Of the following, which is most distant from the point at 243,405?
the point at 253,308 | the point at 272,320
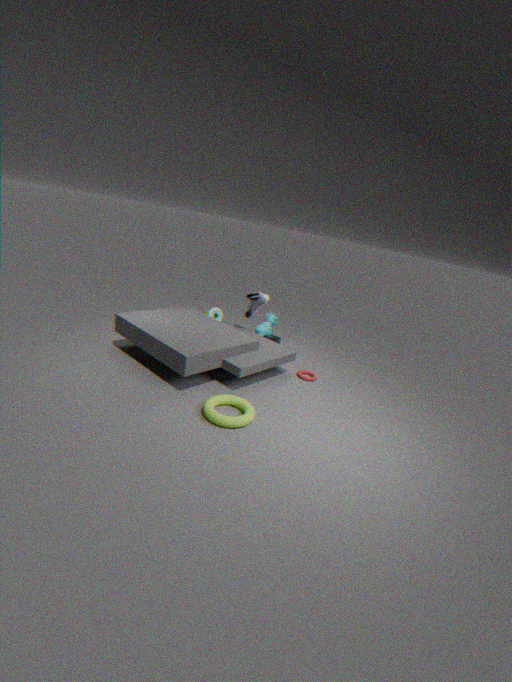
the point at 272,320
